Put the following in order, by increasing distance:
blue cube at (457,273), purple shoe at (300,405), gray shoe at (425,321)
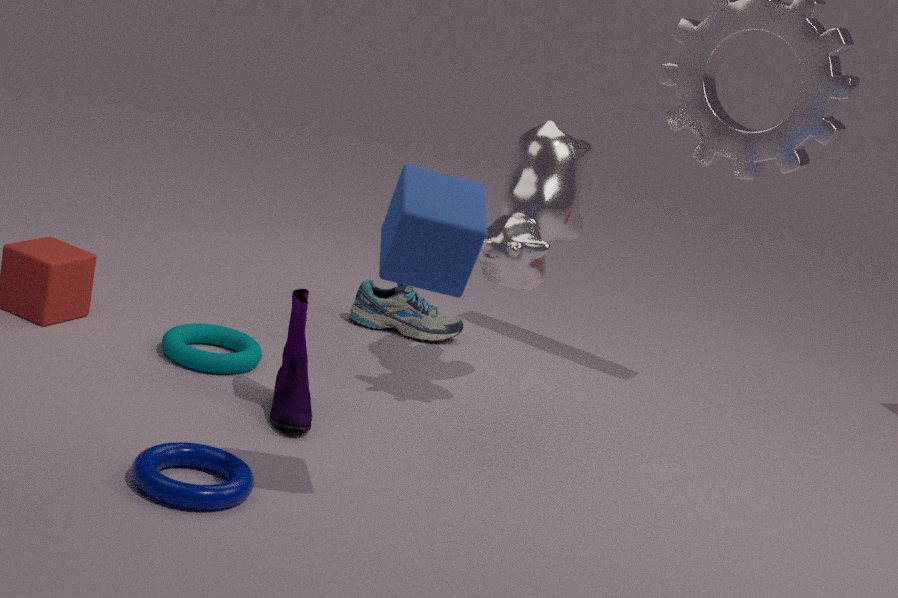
blue cube at (457,273) < purple shoe at (300,405) < gray shoe at (425,321)
